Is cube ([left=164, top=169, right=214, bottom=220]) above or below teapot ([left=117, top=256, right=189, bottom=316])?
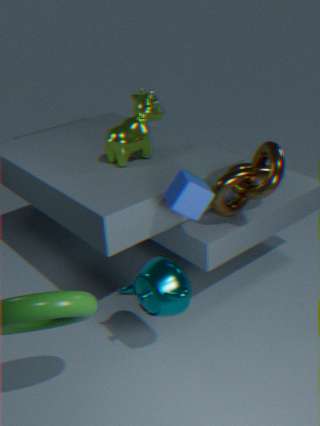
above
